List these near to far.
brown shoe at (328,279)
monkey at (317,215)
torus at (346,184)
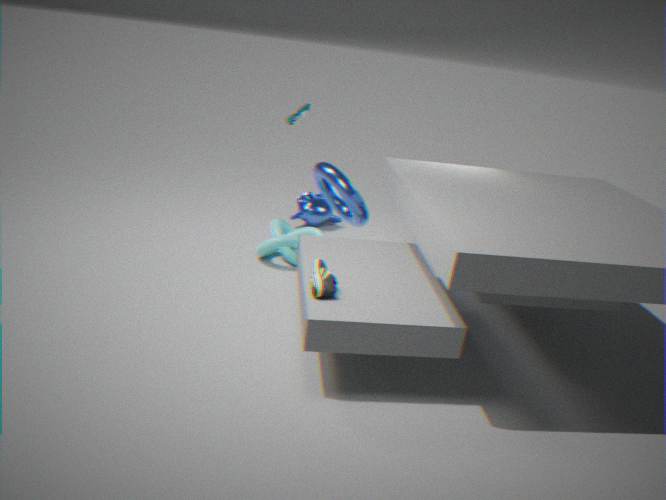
1. brown shoe at (328,279)
2. torus at (346,184)
3. monkey at (317,215)
